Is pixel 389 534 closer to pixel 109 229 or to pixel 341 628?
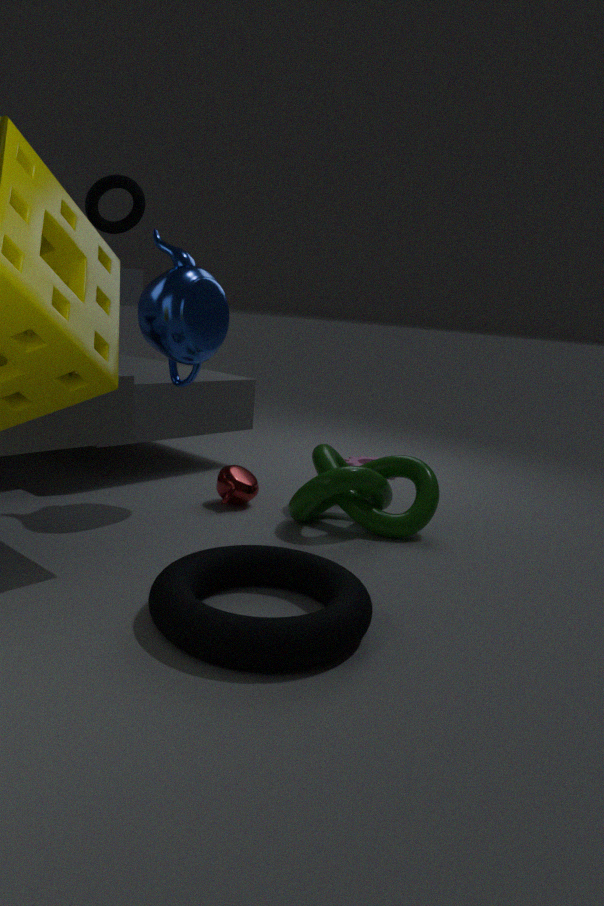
pixel 341 628
